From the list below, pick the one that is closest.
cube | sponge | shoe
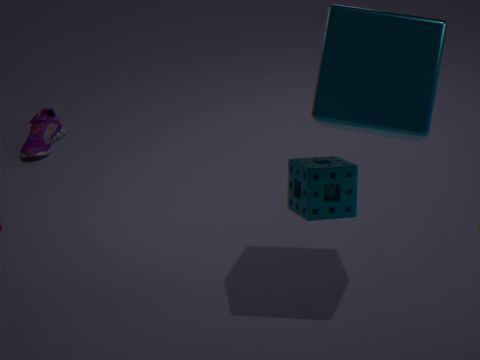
cube
